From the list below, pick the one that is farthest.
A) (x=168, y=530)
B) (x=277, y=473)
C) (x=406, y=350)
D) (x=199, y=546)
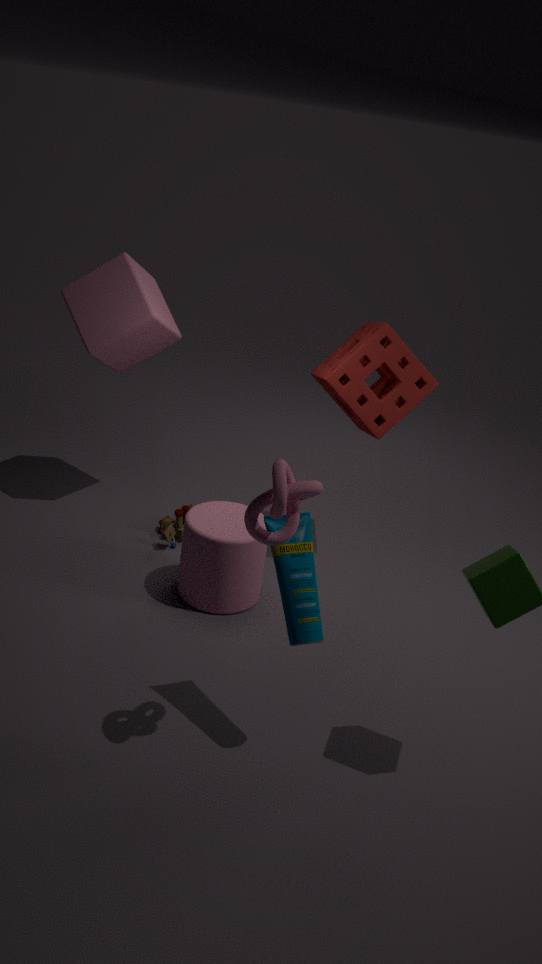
(x=168, y=530)
